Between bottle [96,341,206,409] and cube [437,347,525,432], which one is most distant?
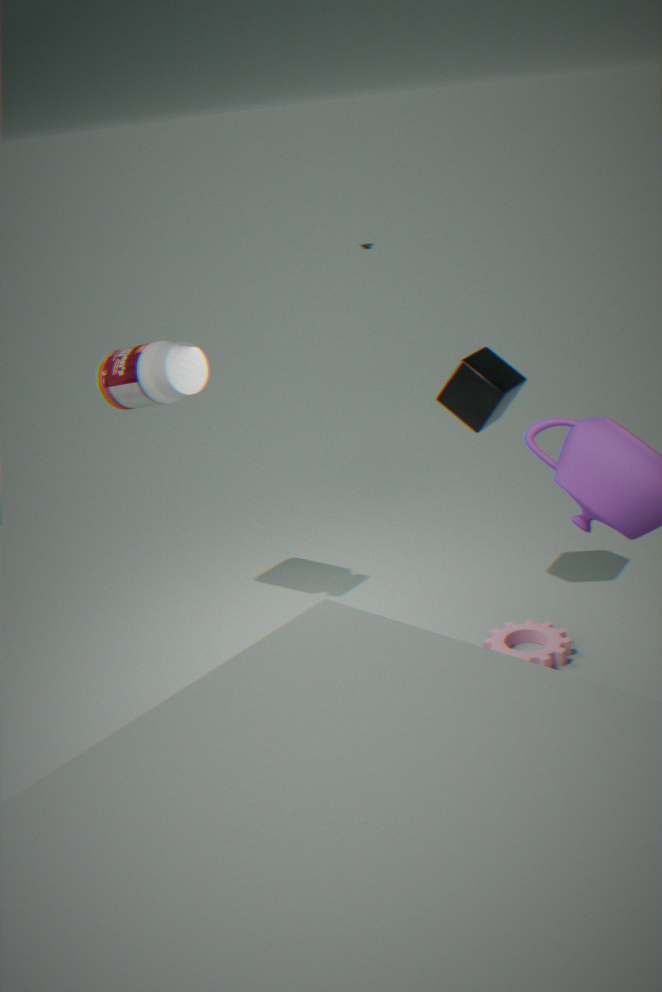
bottle [96,341,206,409]
